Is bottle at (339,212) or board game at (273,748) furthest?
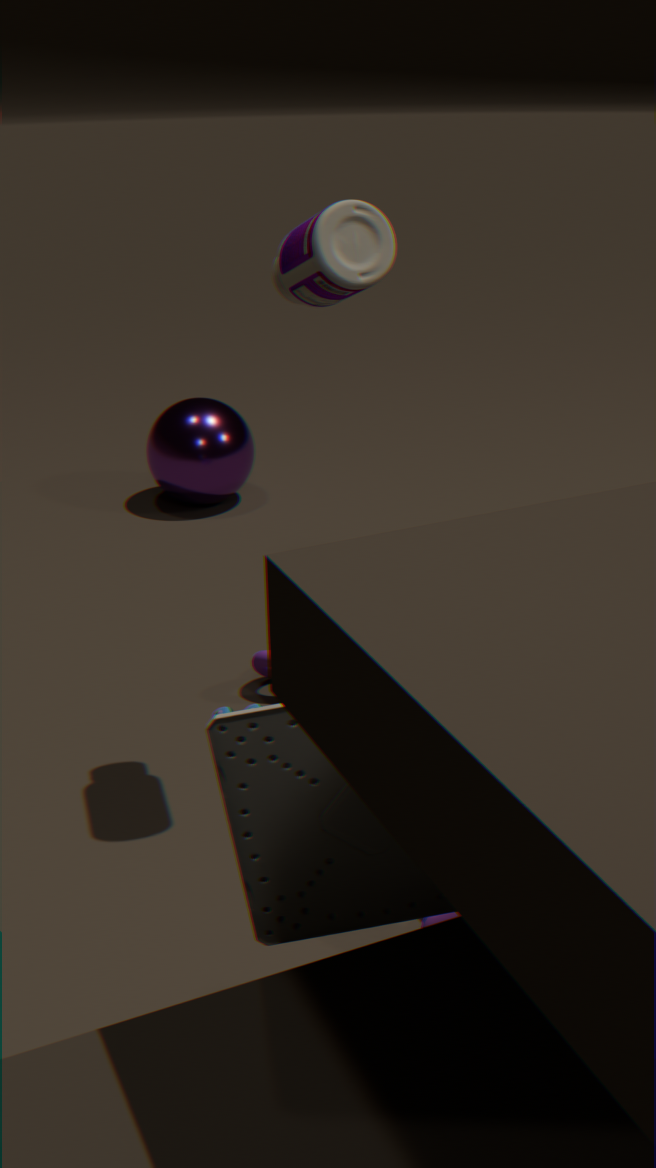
bottle at (339,212)
